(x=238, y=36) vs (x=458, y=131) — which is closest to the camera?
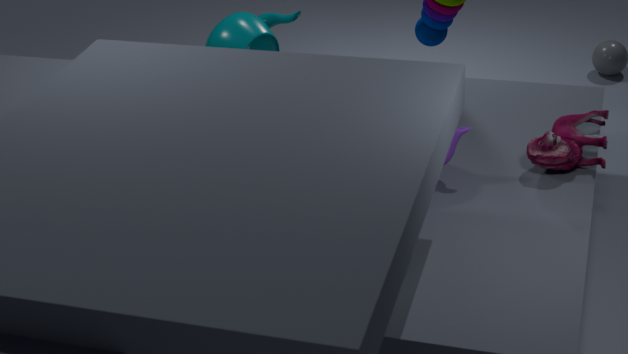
(x=458, y=131)
